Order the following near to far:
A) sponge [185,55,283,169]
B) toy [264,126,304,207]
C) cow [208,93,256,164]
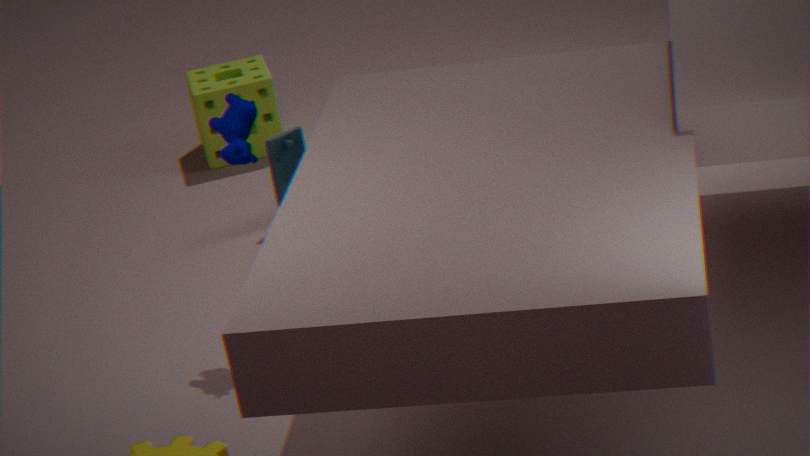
cow [208,93,256,164] < toy [264,126,304,207] < sponge [185,55,283,169]
